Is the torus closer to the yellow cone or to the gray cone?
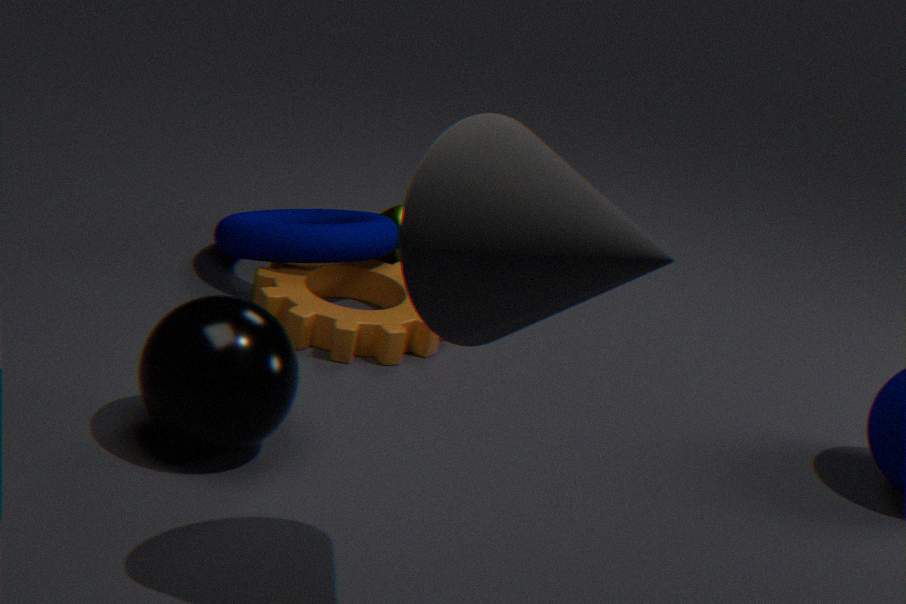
the yellow cone
